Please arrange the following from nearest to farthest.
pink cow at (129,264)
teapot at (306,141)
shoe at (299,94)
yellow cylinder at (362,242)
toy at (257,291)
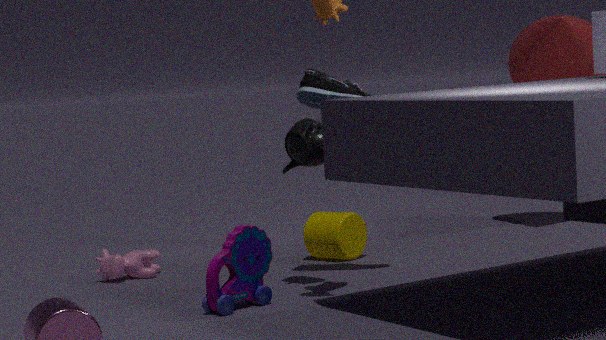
1. toy at (257,291)
2. teapot at (306,141)
3. shoe at (299,94)
4. pink cow at (129,264)
5. yellow cylinder at (362,242)
